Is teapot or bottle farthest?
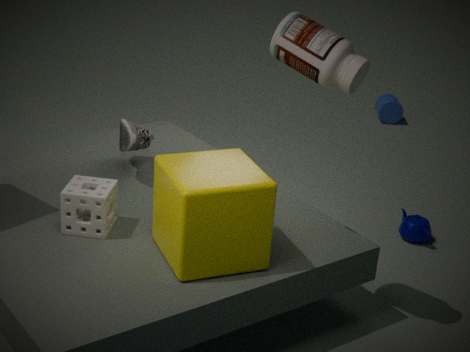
teapot
